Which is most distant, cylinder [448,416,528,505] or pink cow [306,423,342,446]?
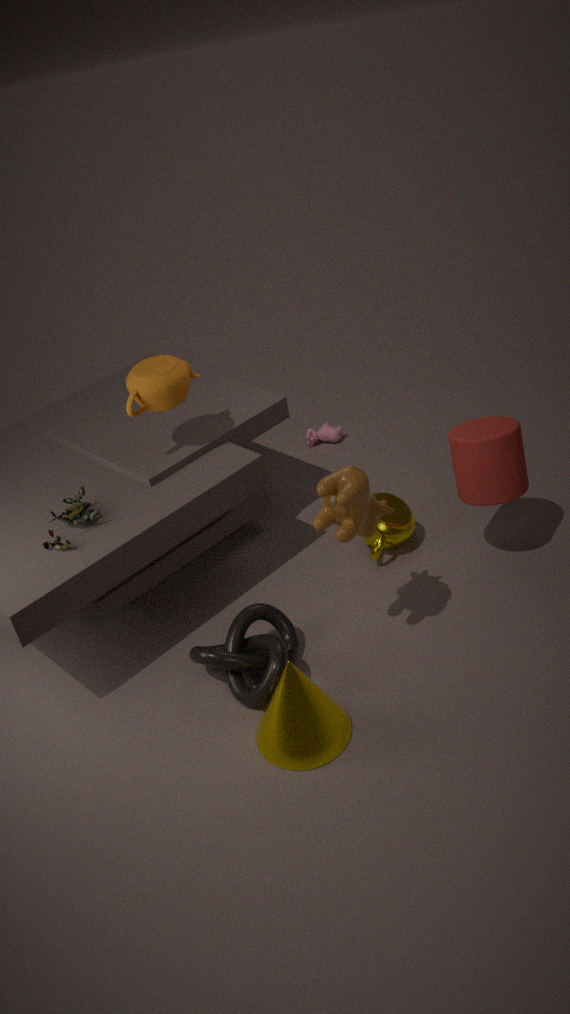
pink cow [306,423,342,446]
